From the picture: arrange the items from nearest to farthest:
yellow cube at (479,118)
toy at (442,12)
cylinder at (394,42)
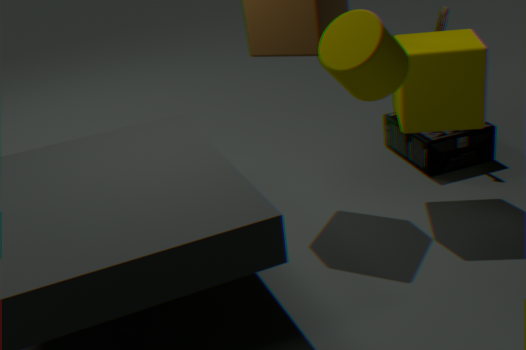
cylinder at (394,42), yellow cube at (479,118), toy at (442,12)
